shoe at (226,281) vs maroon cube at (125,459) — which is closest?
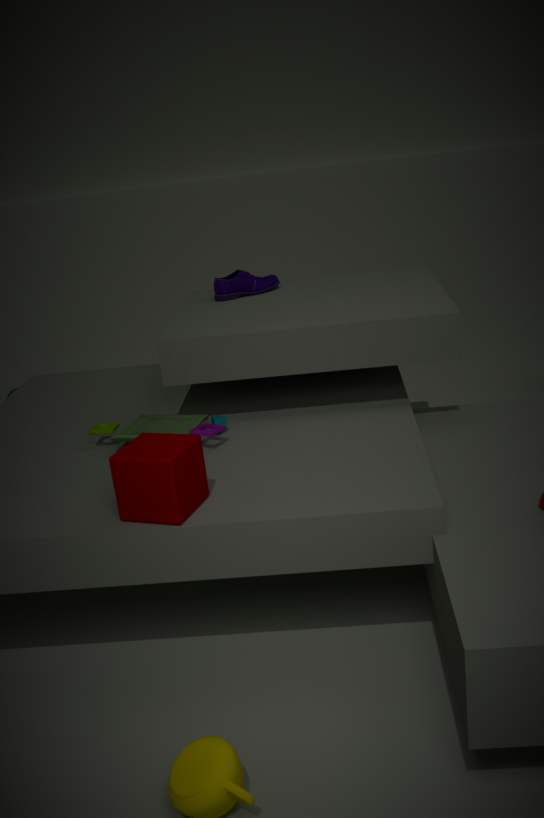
maroon cube at (125,459)
